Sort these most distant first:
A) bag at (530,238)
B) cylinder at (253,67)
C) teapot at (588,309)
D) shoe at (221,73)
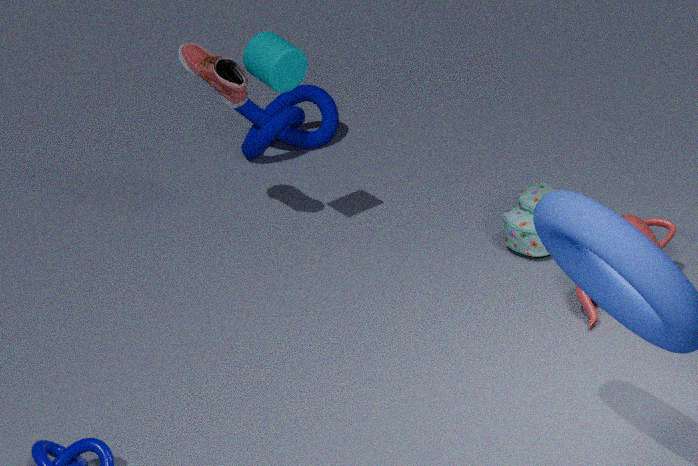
bag at (530,238)
shoe at (221,73)
cylinder at (253,67)
teapot at (588,309)
